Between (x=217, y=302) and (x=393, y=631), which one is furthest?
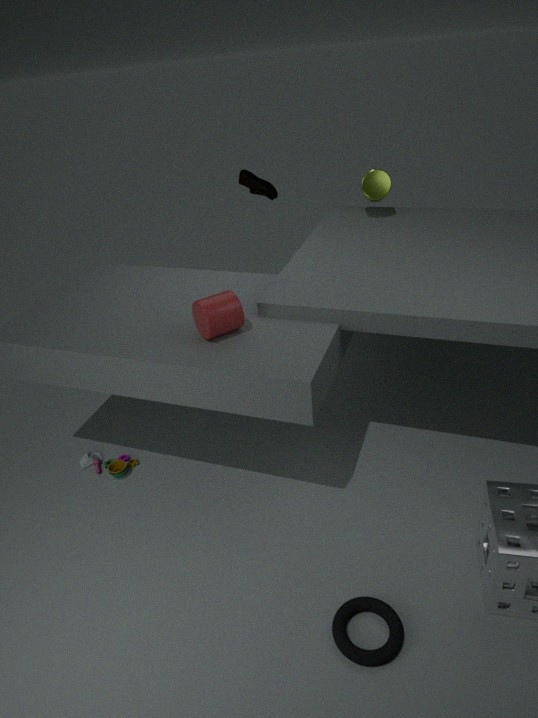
(x=217, y=302)
